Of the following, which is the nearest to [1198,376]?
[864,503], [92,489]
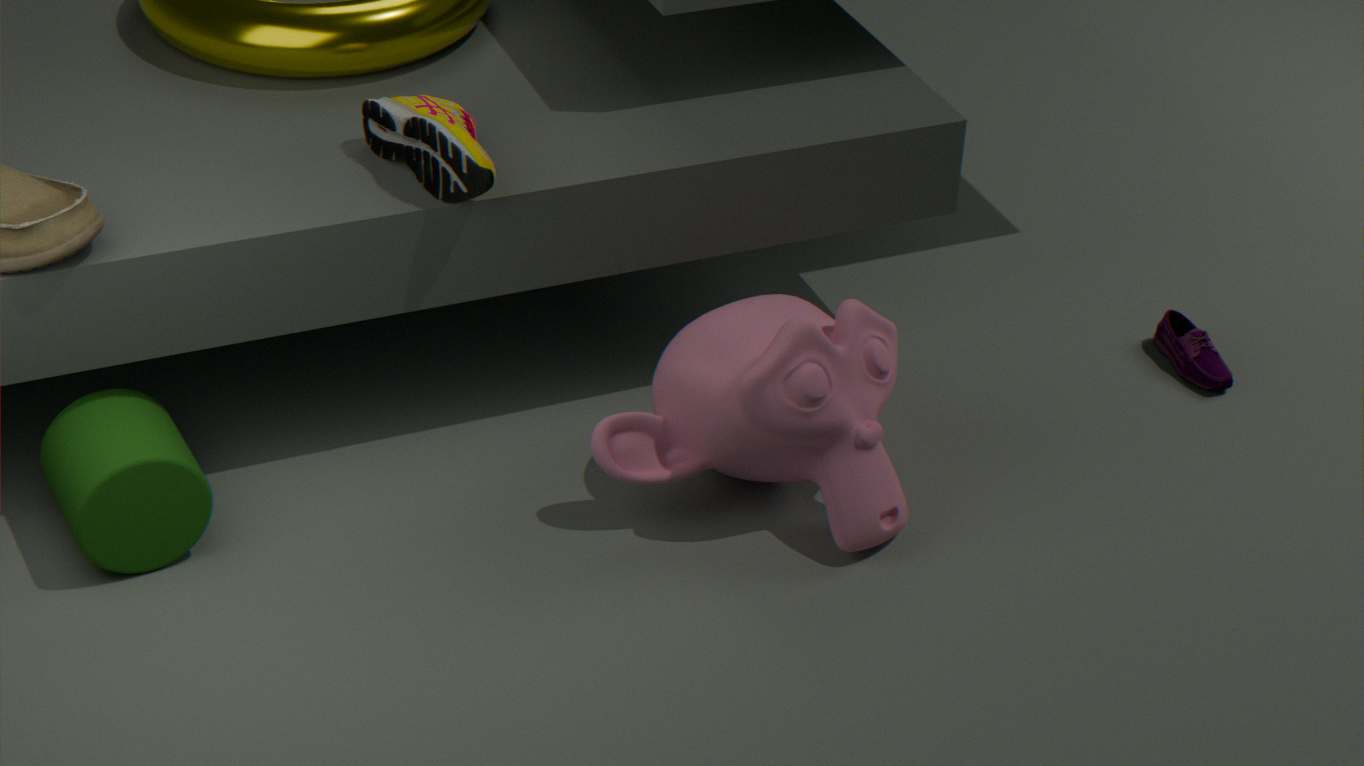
[864,503]
